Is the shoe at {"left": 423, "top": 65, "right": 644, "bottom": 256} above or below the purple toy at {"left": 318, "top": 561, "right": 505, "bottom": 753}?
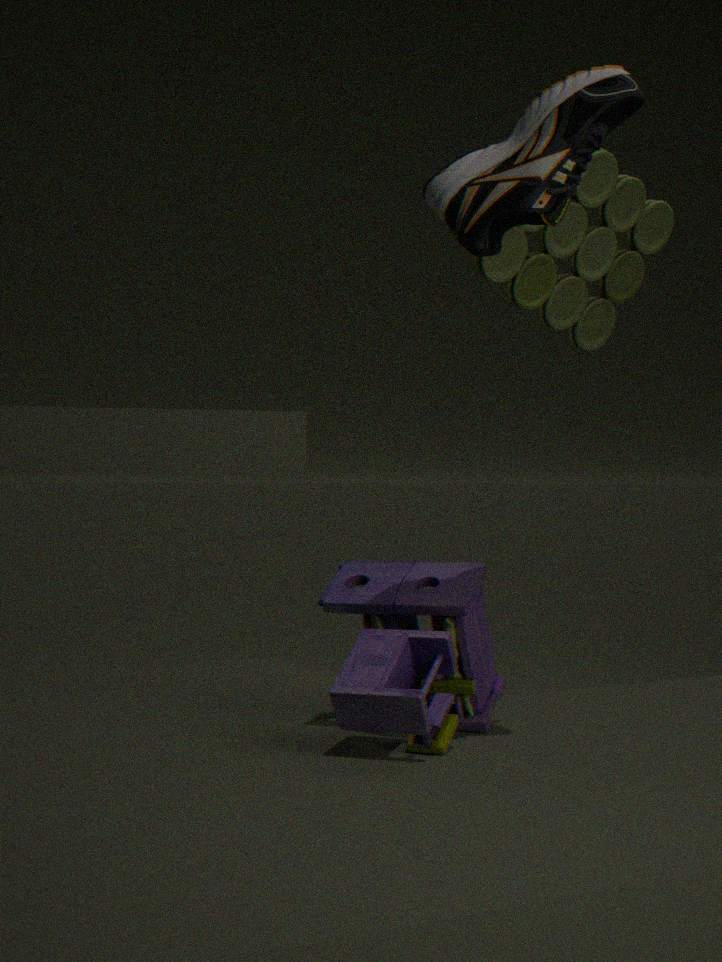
above
